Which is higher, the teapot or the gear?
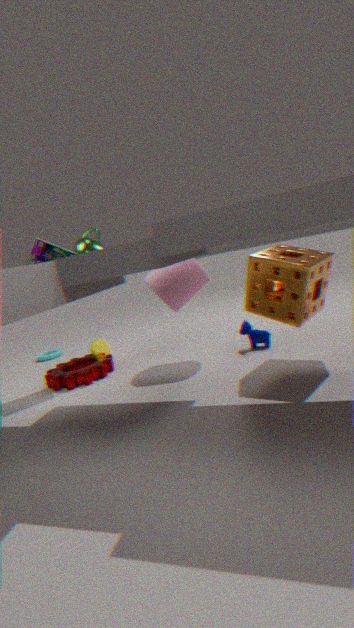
the teapot
